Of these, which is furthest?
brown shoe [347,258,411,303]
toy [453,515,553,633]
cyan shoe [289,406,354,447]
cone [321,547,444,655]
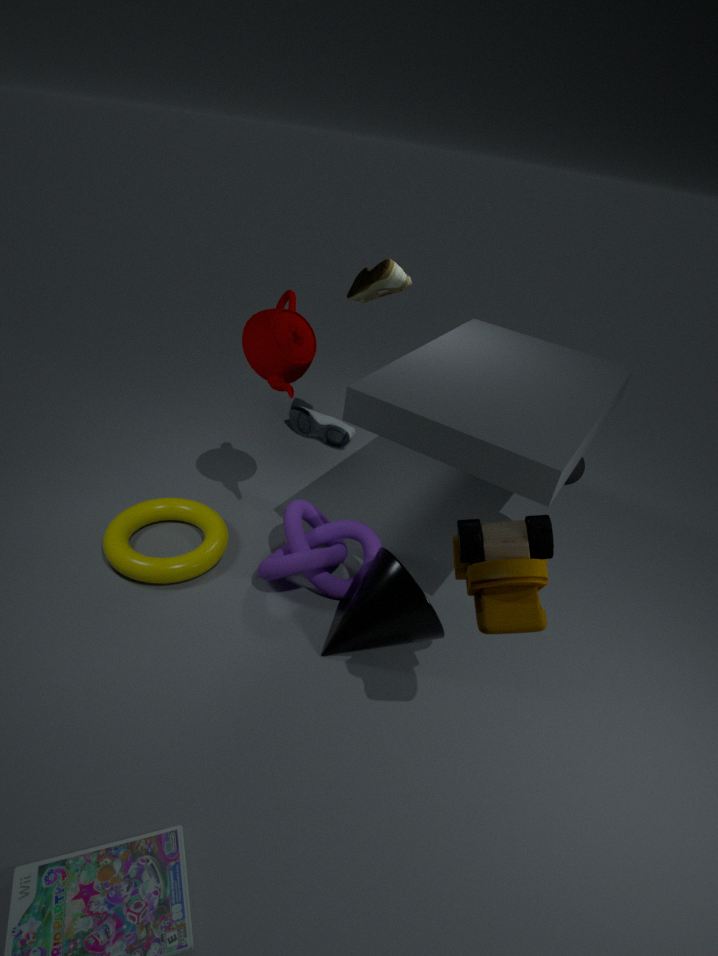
cyan shoe [289,406,354,447]
